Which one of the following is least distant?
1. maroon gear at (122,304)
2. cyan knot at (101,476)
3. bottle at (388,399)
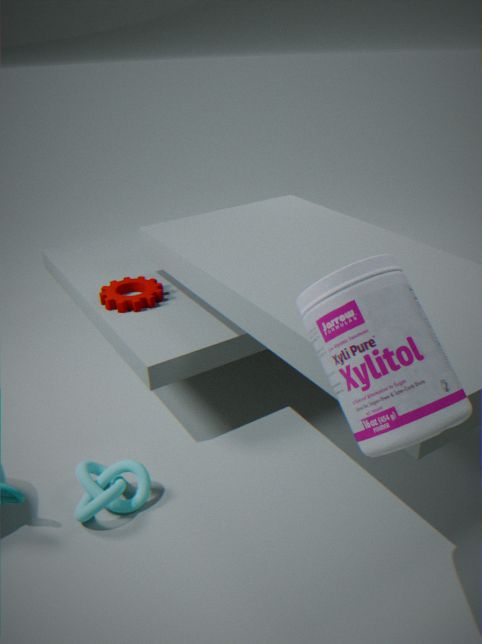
bottle at (388,399)
